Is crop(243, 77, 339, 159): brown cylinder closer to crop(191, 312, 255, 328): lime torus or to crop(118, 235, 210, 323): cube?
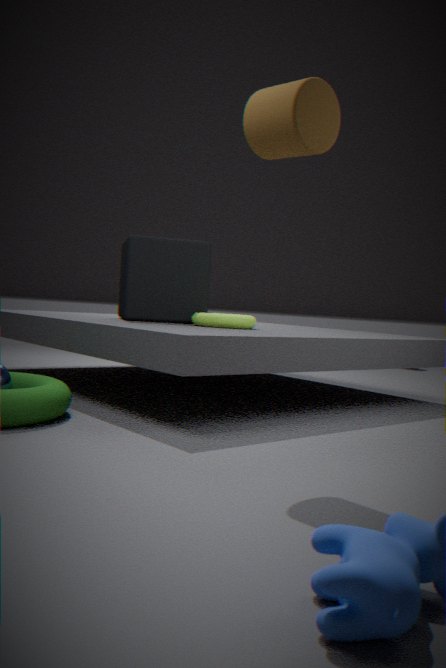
crop(191, 312, 255, 328): lime torus
